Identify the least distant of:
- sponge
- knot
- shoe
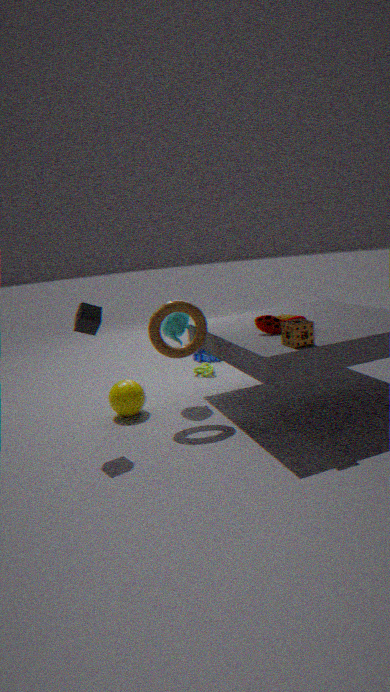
sponge
